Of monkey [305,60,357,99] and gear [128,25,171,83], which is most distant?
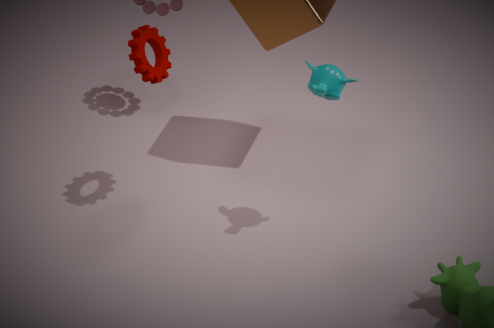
gear [128,25,171,83]
